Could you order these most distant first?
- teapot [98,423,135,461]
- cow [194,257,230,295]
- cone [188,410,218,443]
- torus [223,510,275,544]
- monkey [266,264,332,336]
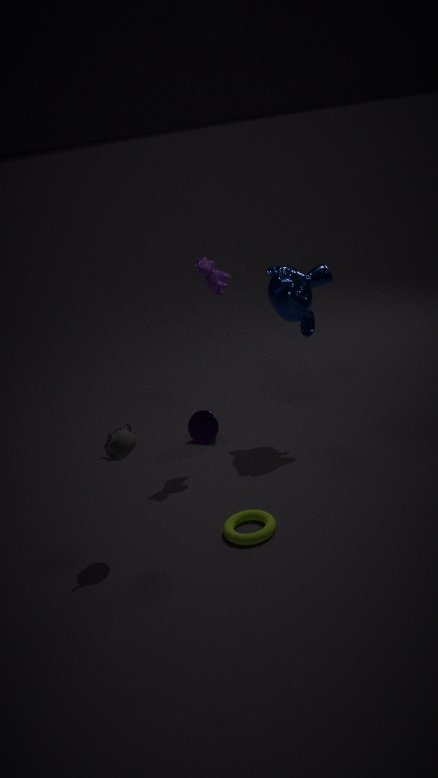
cone [188,410,218,443] → monkey [266,264,332,336] → cow [194,257,230,295] → torus [223,510,275,544] → teapot [98,423,135,461]
